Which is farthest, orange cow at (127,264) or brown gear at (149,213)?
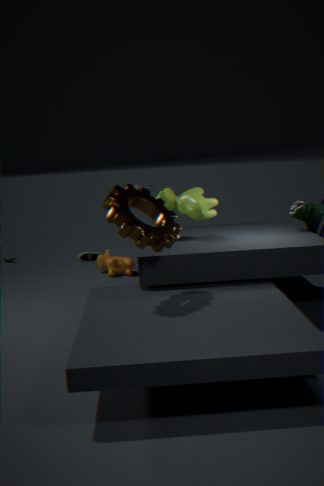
orange cow at (127,264)
